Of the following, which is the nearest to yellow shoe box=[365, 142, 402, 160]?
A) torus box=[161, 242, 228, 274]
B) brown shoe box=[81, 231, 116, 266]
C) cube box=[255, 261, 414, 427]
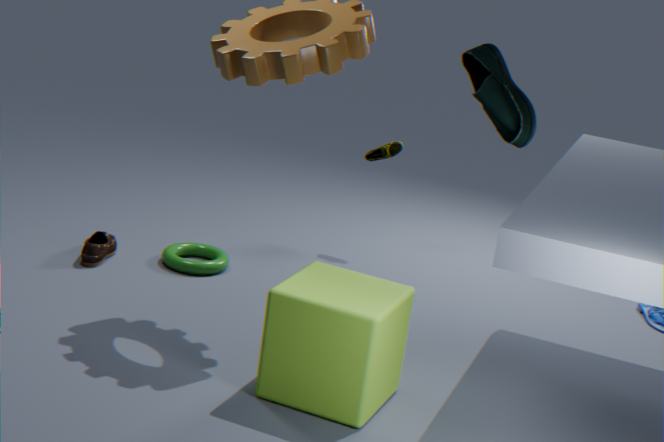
torus box=[161, 242, 228, 274]
